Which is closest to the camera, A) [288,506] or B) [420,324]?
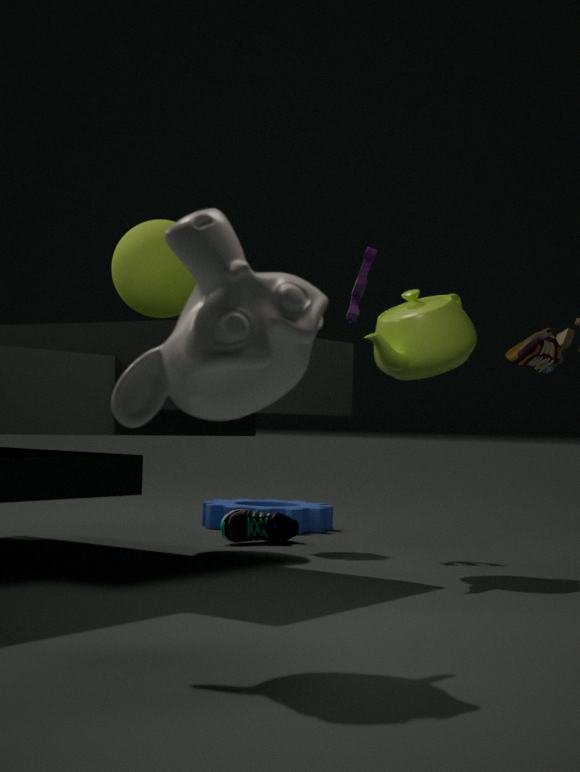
B. [420,324]
